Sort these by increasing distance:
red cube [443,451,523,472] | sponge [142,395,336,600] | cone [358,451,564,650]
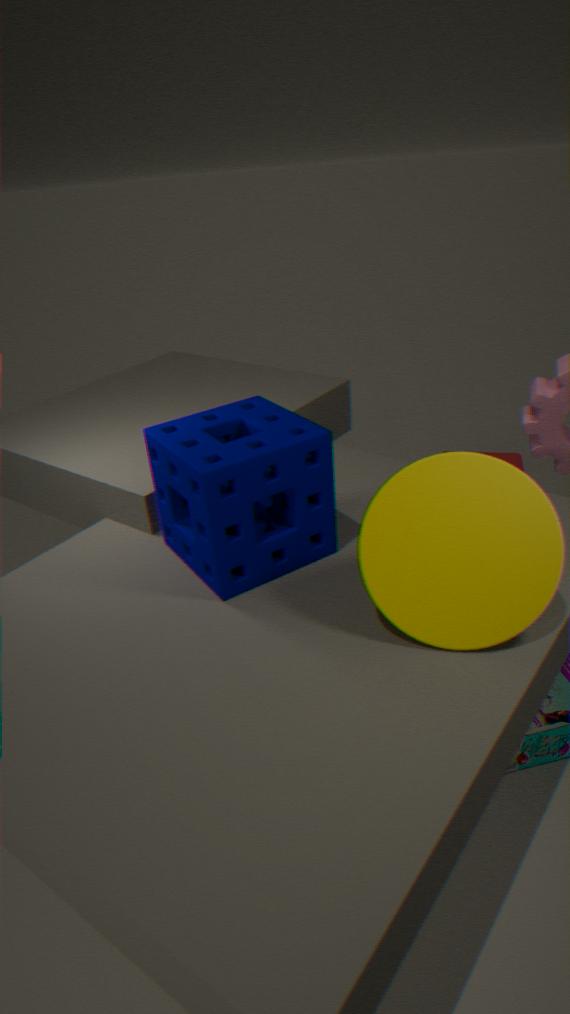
cone [358,451,564,650], sponge [142,395,336,600], red cube [443,451,523,472]
